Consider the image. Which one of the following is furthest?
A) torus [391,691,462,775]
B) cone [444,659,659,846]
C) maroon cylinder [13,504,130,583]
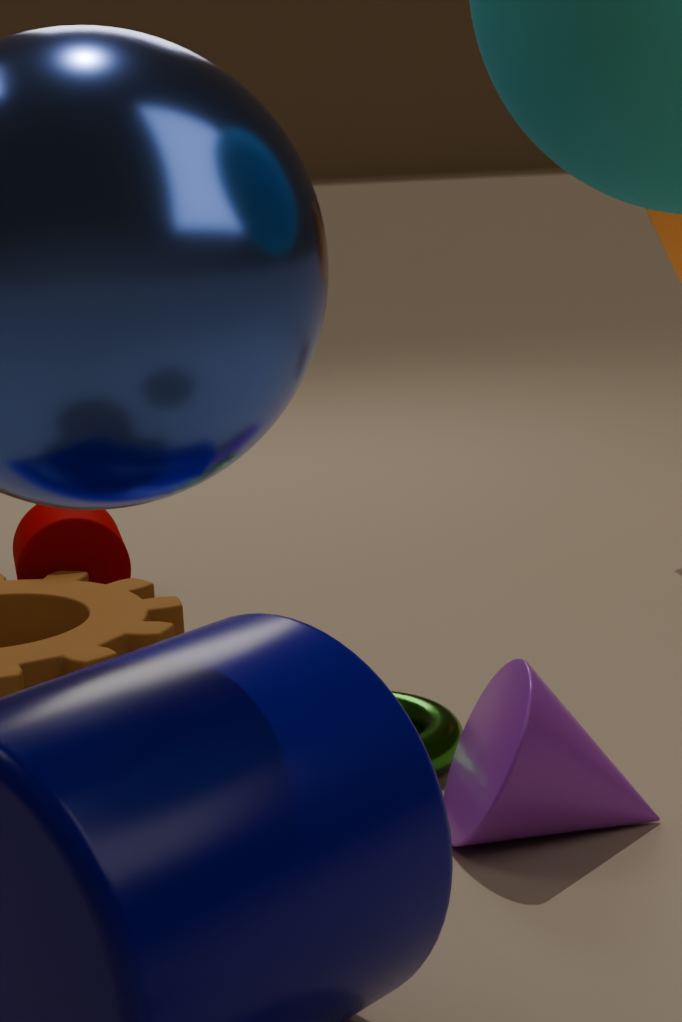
maroon cylinder [13,504,130,583]
